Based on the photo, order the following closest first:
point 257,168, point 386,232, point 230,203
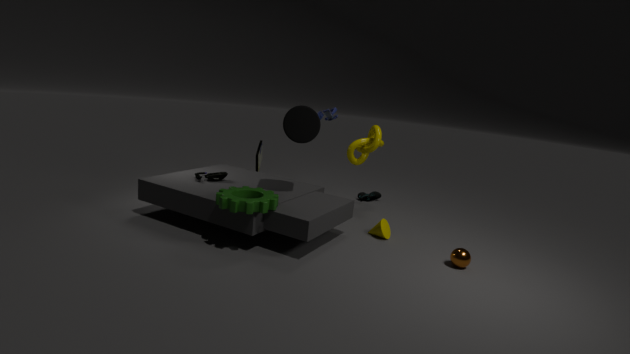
1. point 230,203
2. point 386,232
3. point 257,168
